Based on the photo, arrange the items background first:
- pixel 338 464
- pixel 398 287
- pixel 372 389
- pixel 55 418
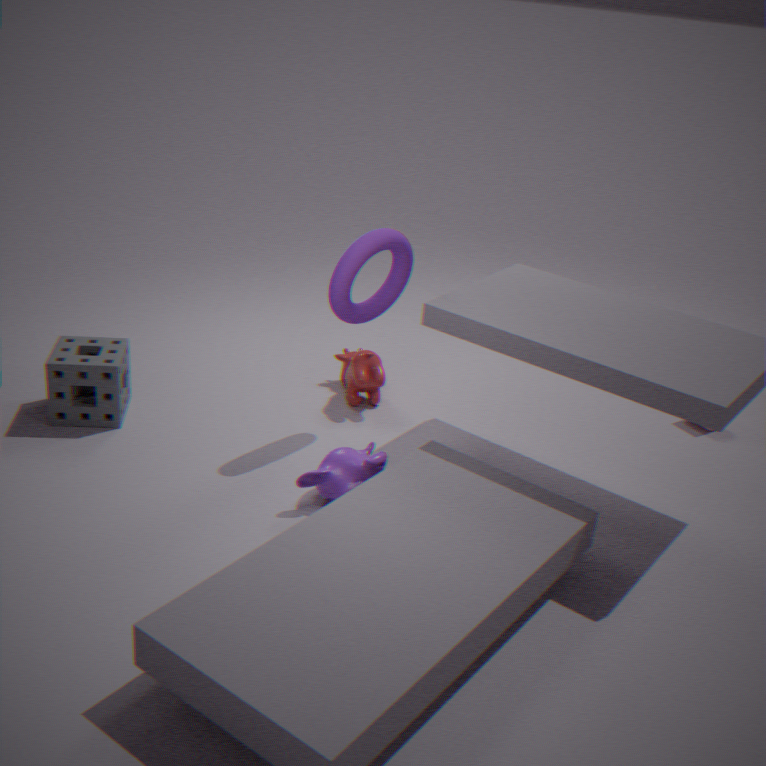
pixel 372 389
pixel 398 287
pixel 55 418
pixel 338 464
